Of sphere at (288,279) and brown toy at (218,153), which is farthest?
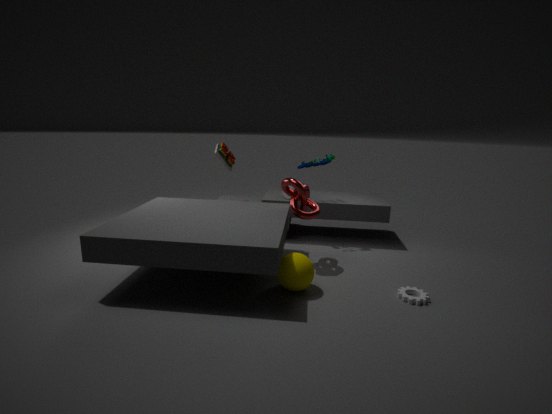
brown toy at (218,153)
